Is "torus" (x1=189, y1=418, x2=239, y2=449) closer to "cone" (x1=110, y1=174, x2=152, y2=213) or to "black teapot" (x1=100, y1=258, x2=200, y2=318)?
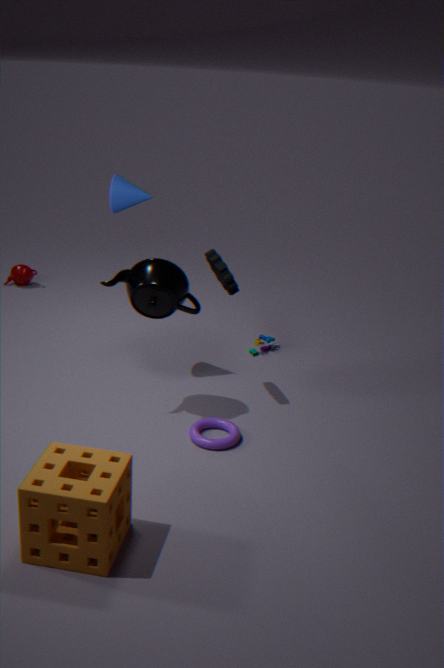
"black teapot" (x1=100, y1=258, x2=200, y2=318)
